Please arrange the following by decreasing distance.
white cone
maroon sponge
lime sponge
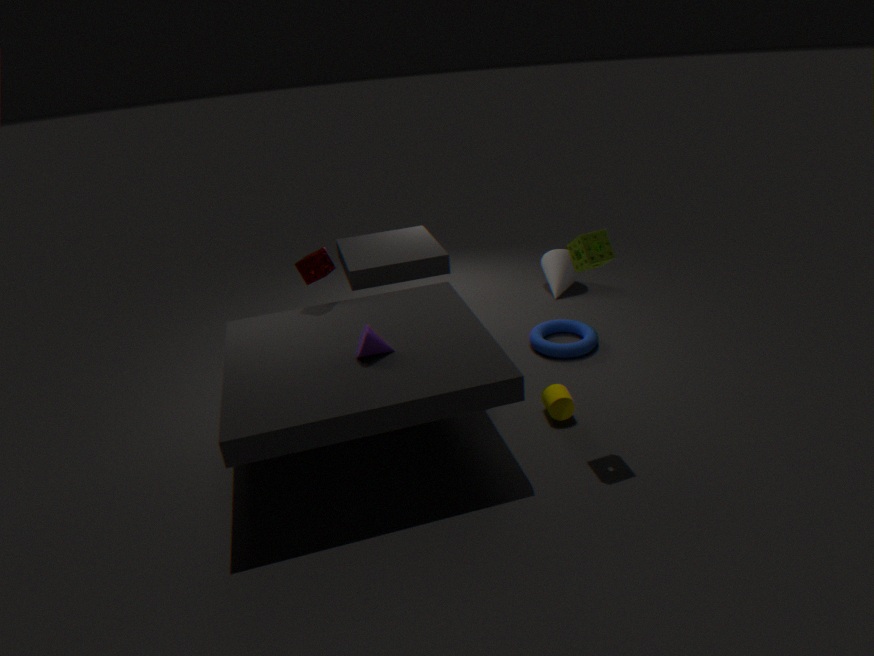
white cone → maroon sponge → lime sponge
